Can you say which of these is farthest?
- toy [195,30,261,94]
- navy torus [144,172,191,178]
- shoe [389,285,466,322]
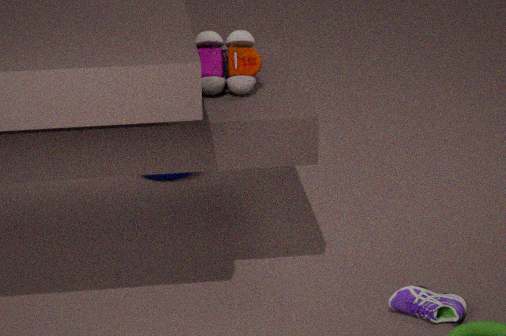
navy torus [144,172,191,178]
